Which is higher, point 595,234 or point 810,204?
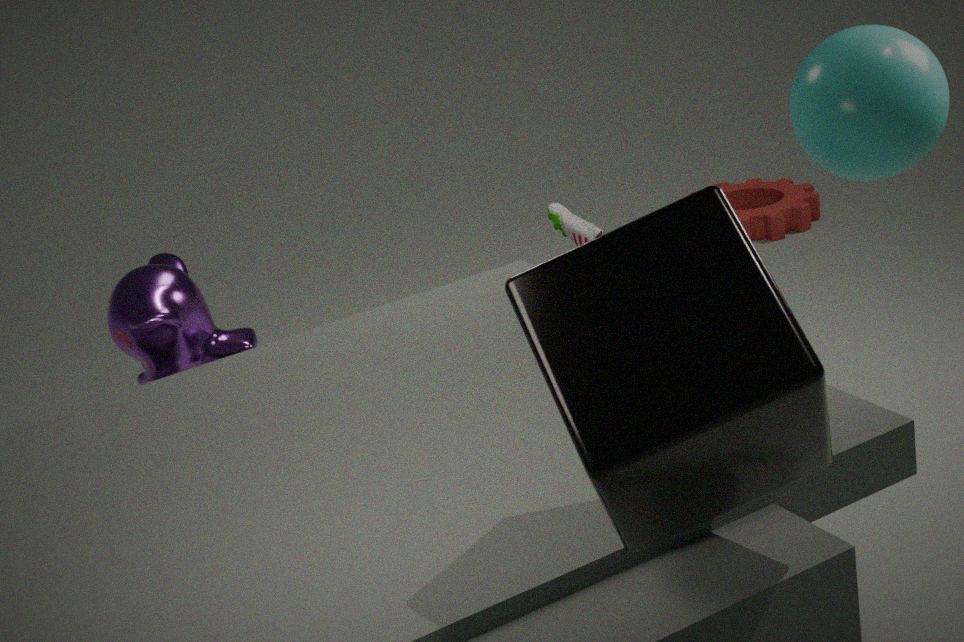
point 595,234
